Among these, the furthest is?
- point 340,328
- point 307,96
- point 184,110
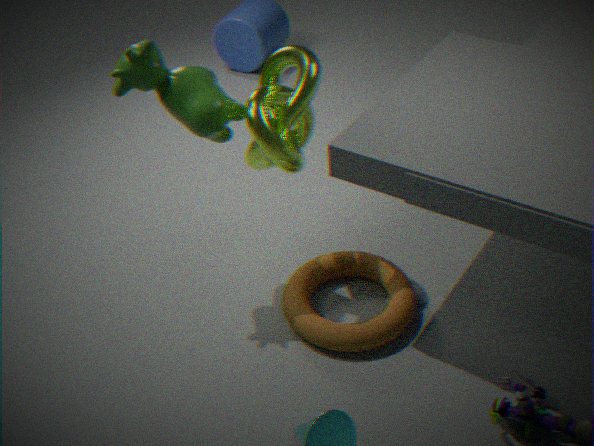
point 340,328
